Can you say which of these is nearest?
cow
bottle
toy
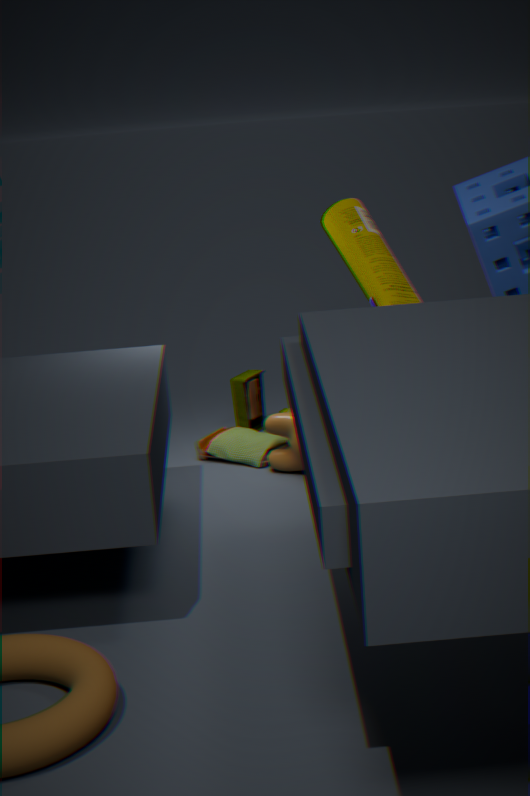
bottle
